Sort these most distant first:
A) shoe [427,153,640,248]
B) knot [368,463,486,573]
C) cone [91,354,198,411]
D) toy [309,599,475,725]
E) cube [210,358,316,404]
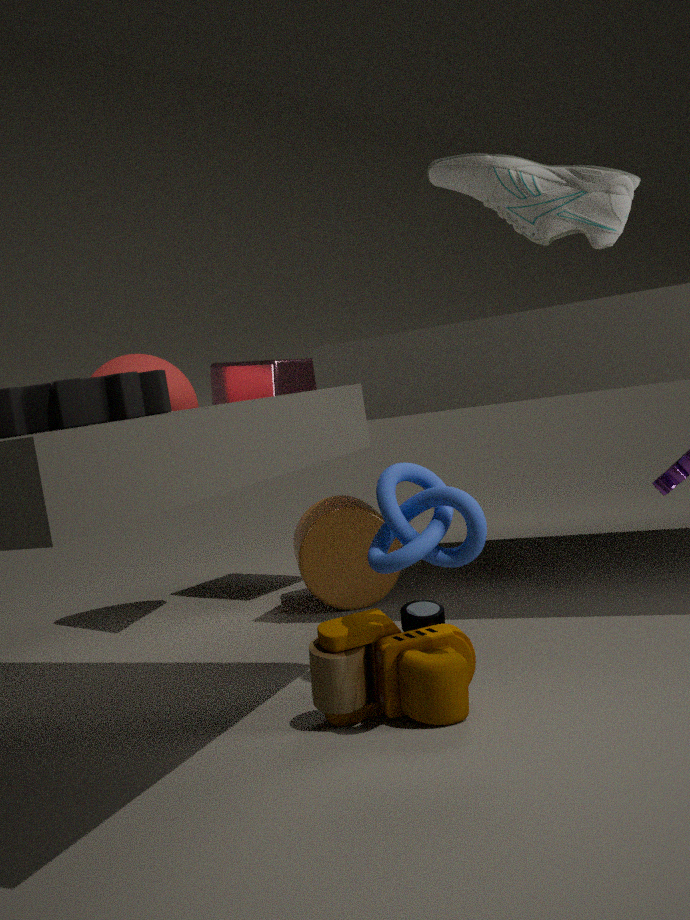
cube [210,358,316,404] < cone [91,354,198,411] < toy [309,599,475,725] < knot [368,463,486,573] < shoe [427,153,640,248]
